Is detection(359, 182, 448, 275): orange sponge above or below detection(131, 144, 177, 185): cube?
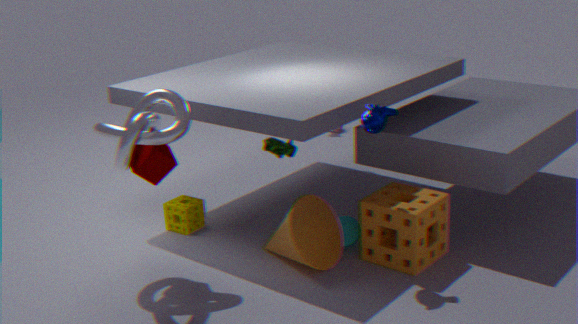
below
